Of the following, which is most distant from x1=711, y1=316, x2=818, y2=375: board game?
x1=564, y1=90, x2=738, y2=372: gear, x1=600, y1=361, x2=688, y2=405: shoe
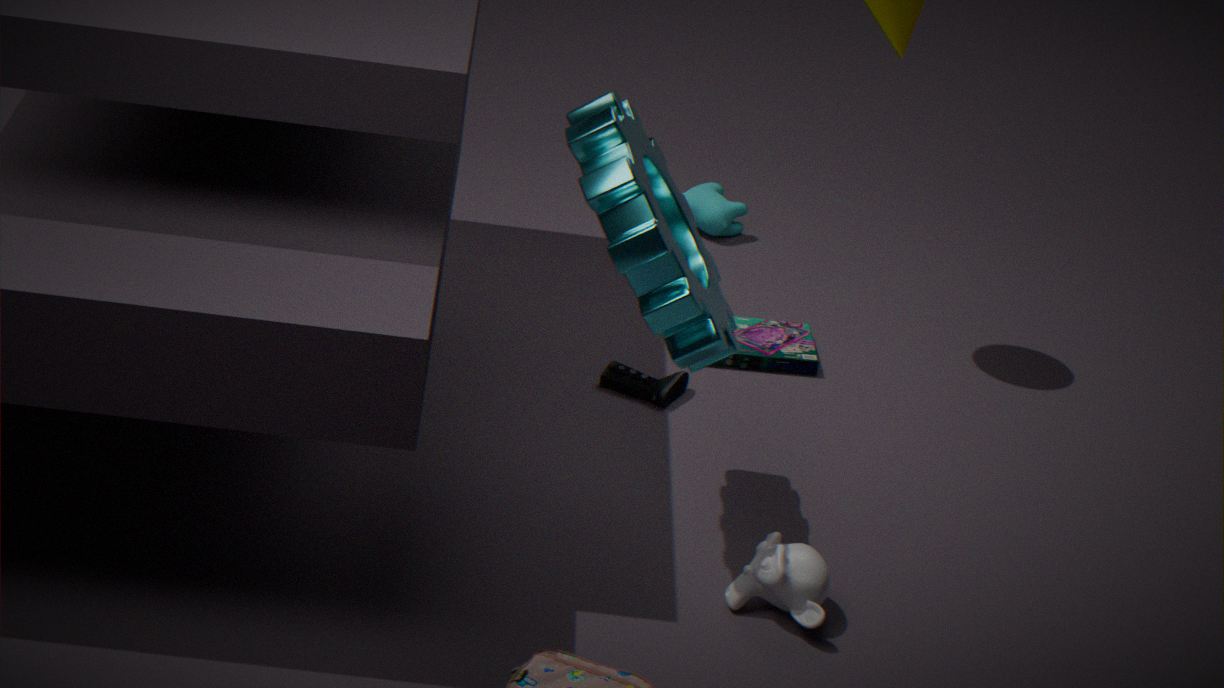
x1=564, y1=90, x2=738, y2=372: gear
